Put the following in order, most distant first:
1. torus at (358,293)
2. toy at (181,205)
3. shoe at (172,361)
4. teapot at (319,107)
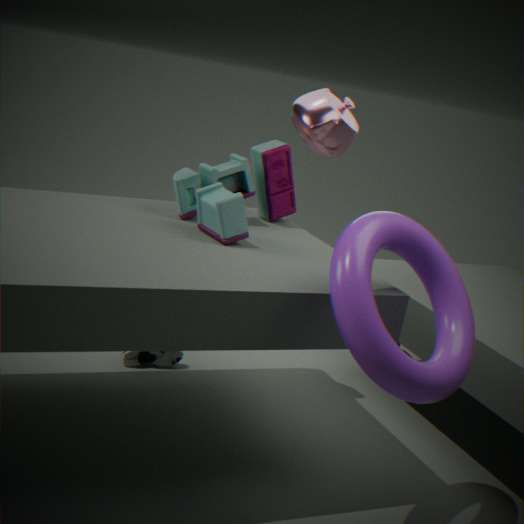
teapot at (319,107), shoe at (172,361), toy at (181,205), torus at (358,293)
